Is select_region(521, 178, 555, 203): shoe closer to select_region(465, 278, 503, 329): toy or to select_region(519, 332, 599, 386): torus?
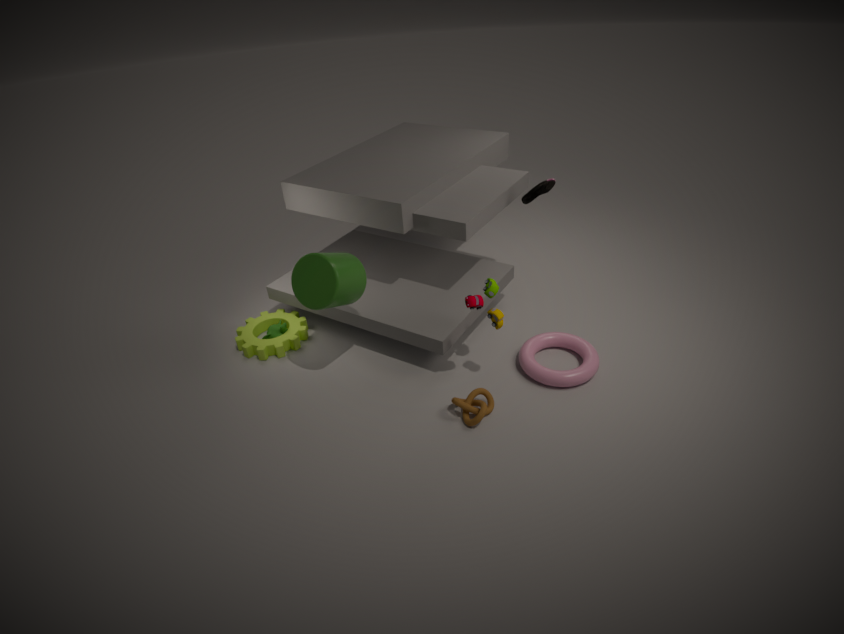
select_region(465, 278, 503, 329): toy
